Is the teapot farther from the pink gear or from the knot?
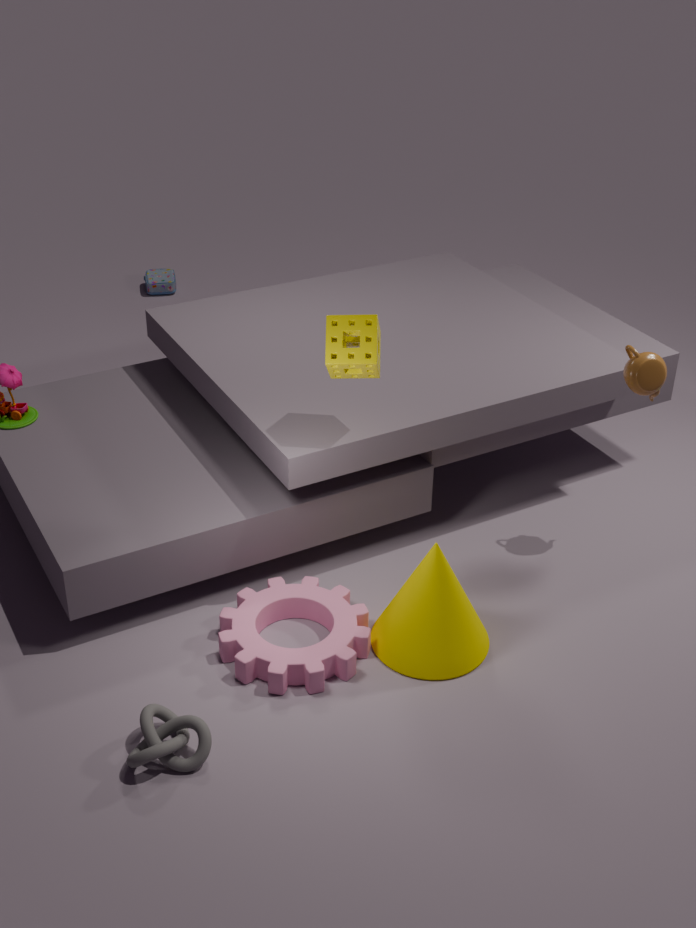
the knot
